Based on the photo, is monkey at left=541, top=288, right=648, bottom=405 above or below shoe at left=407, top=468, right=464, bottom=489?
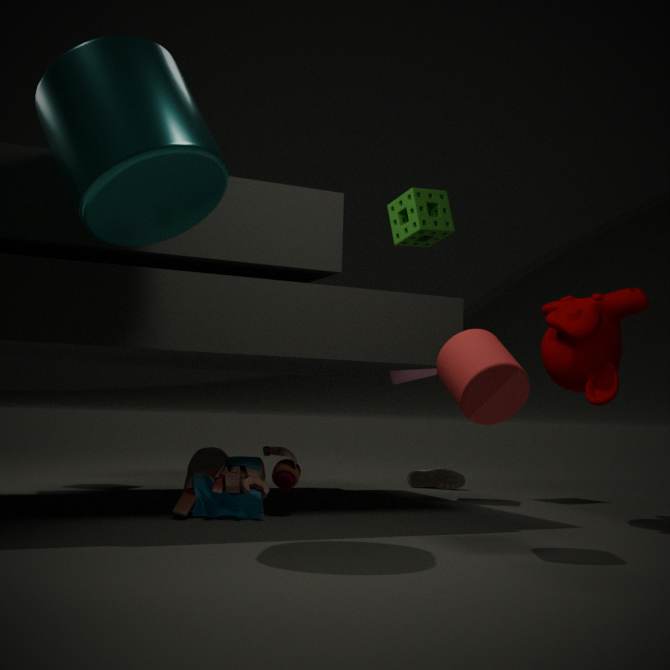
above
